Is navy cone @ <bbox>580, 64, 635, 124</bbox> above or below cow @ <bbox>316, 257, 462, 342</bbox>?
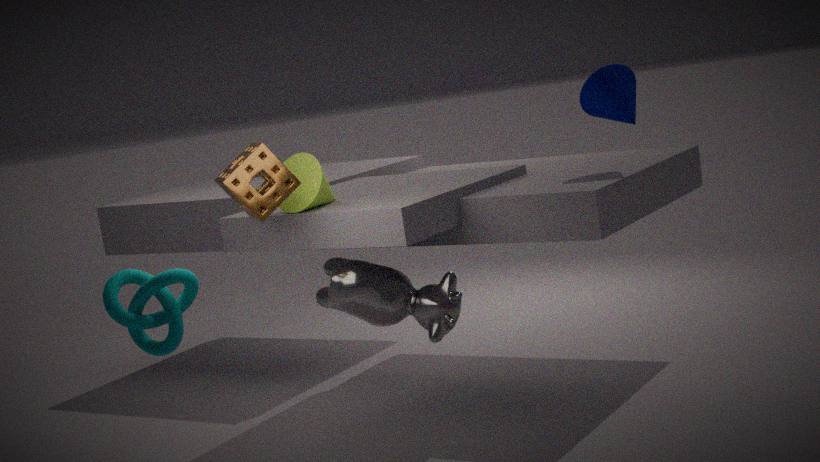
above
